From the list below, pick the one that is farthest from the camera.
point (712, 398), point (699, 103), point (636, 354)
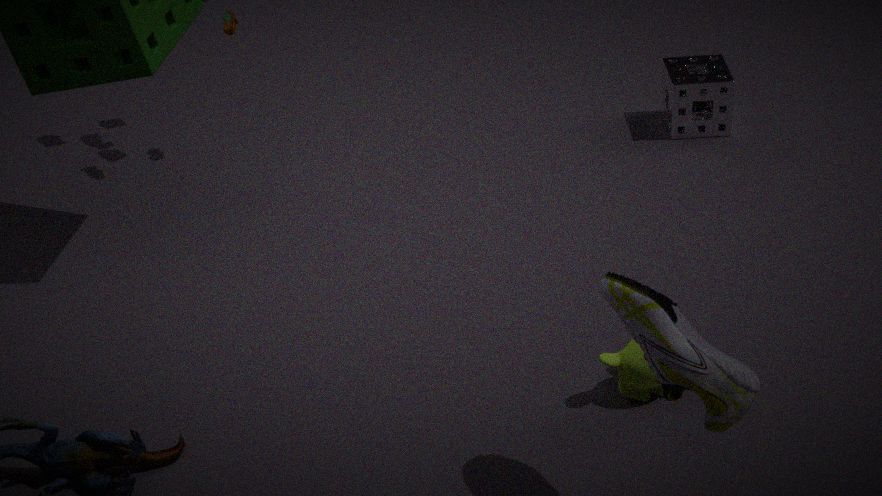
point (699, 103)
